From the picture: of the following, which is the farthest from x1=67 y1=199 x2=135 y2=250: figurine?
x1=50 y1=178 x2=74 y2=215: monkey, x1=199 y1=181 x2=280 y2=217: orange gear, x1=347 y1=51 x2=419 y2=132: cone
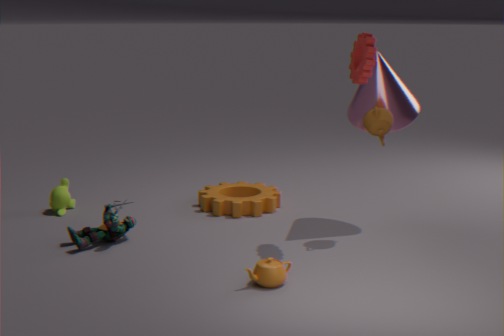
x1=347 y1=51 x2=419 y2=132: cone
